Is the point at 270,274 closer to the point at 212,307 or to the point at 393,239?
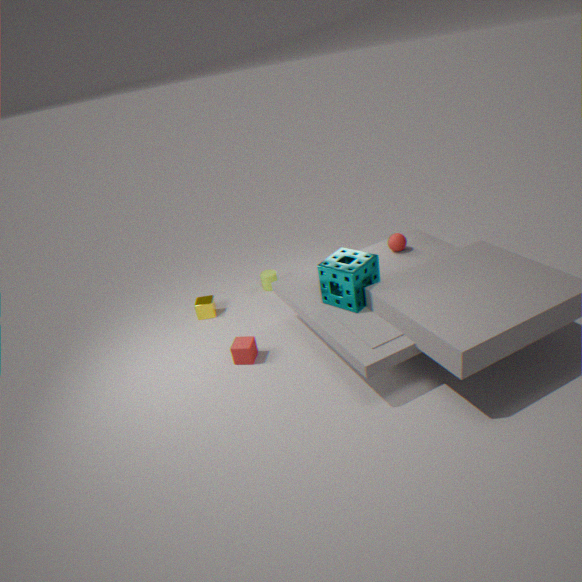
the point at 212,307
